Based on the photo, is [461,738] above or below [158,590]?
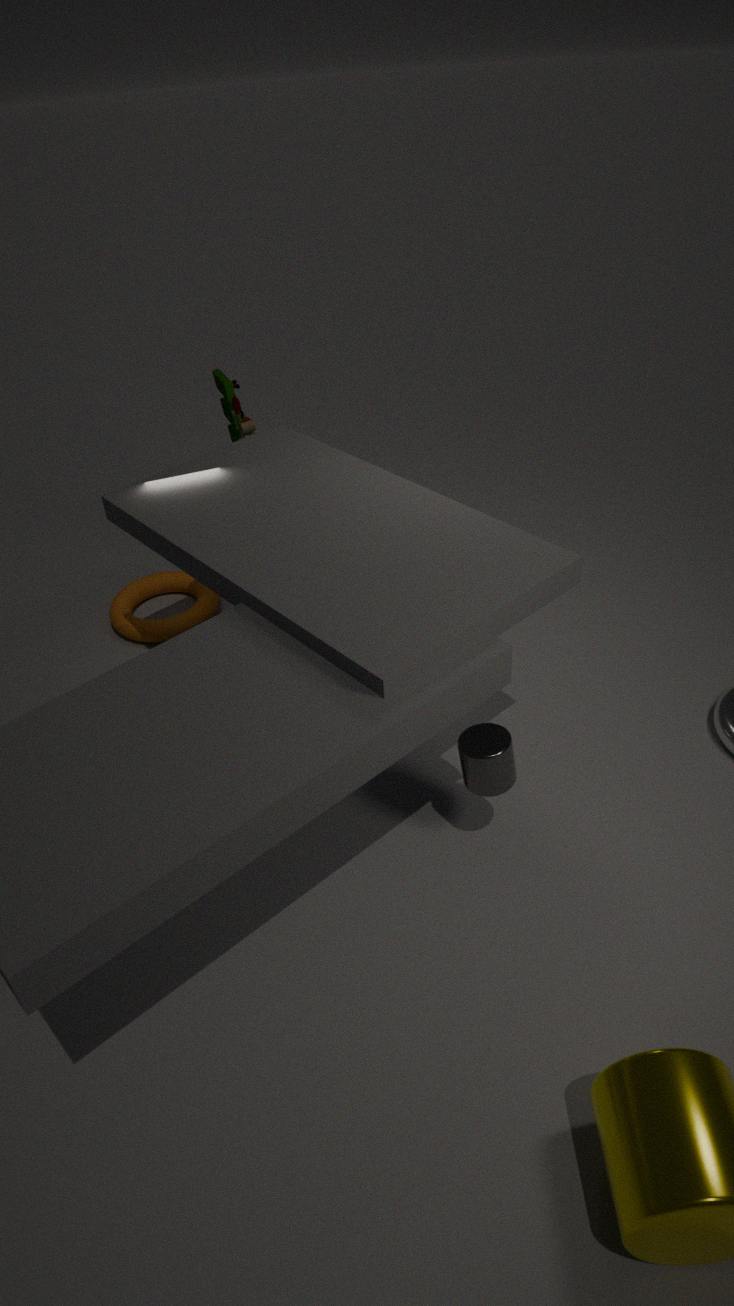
above
